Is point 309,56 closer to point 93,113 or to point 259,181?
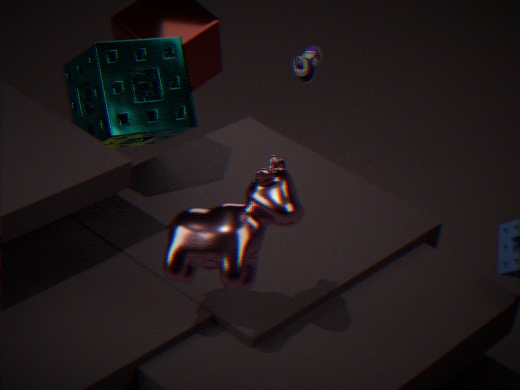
point 93,113
